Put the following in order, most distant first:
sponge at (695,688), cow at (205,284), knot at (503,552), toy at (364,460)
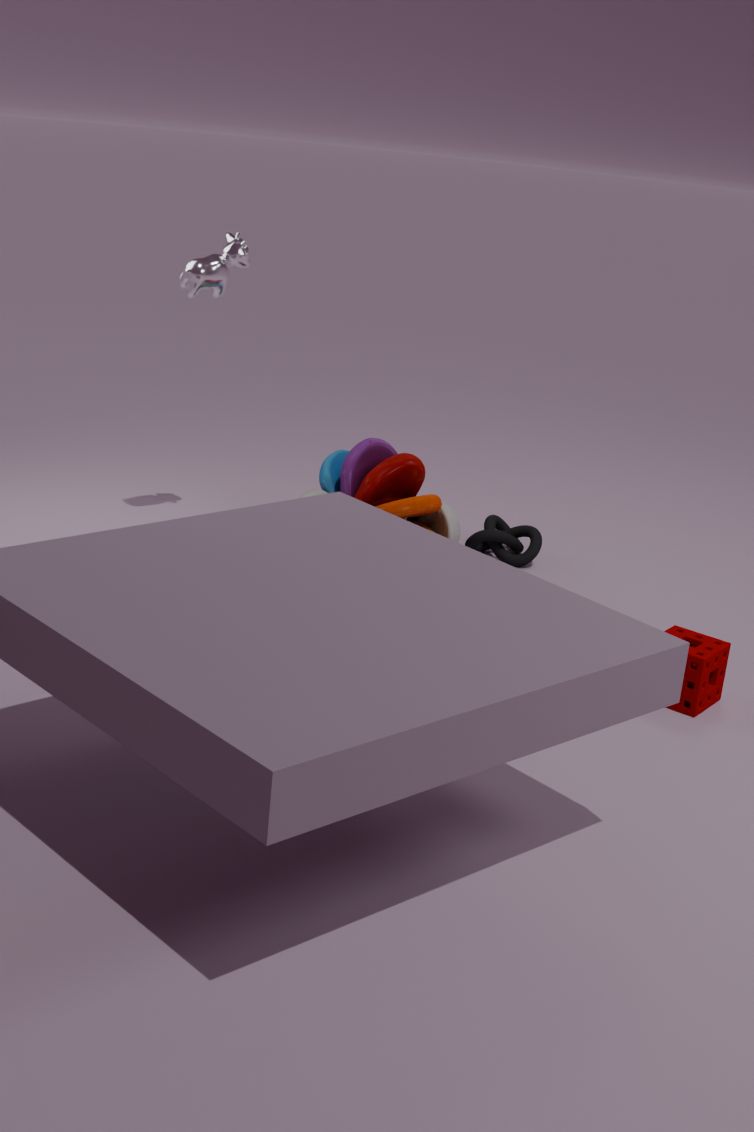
knot at (503,552) < toy at (364,460) < cow at (205,284) < sponge at (695,688)
